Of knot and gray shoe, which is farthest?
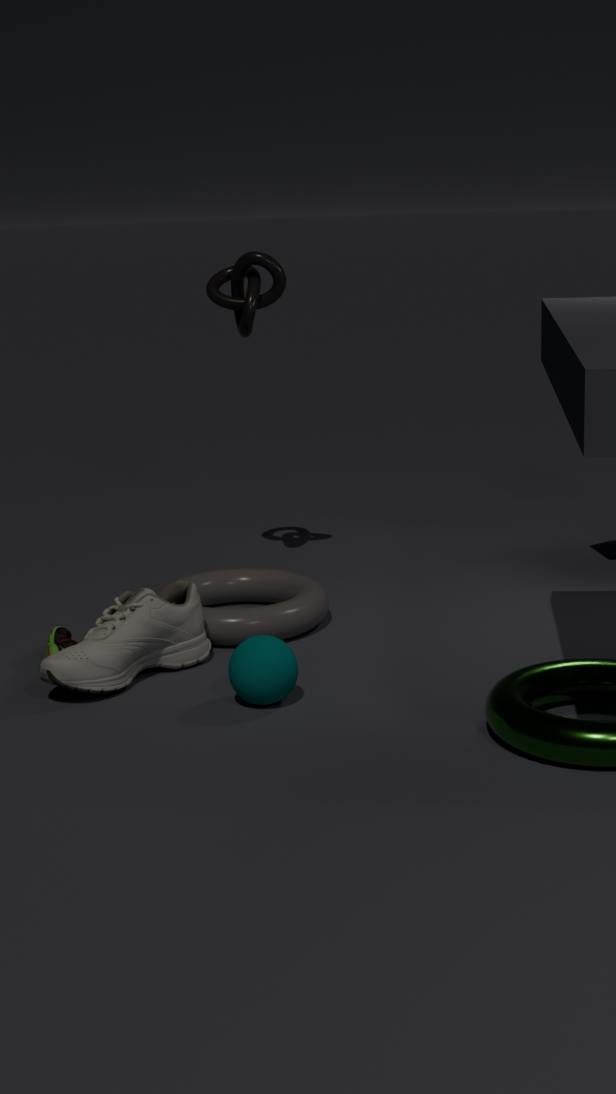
knot
